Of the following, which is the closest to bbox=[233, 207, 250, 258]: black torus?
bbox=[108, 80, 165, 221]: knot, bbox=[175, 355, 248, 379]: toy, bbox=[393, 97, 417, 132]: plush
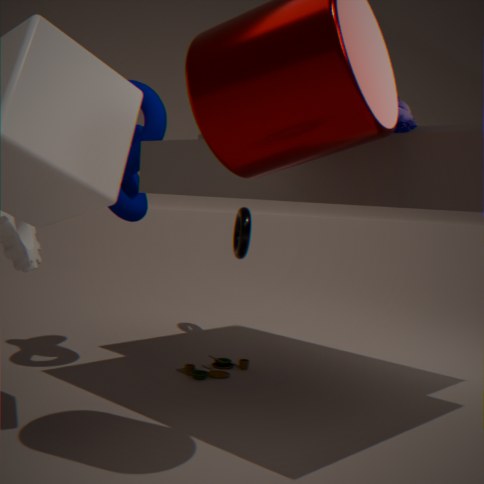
bbox=[175, 355, 248, 379]: toy
